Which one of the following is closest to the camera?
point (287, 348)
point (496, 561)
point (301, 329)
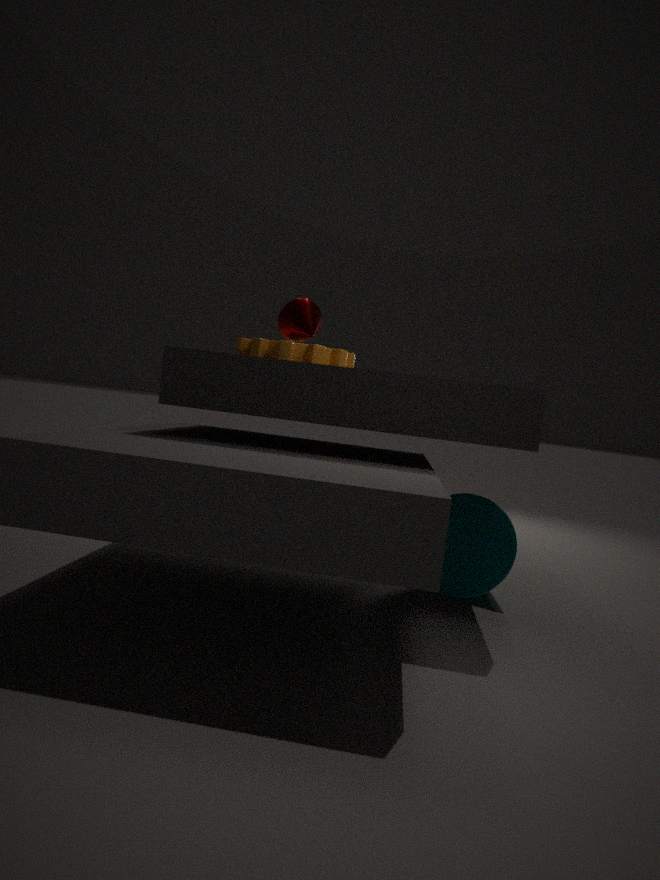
point (496, 561)
